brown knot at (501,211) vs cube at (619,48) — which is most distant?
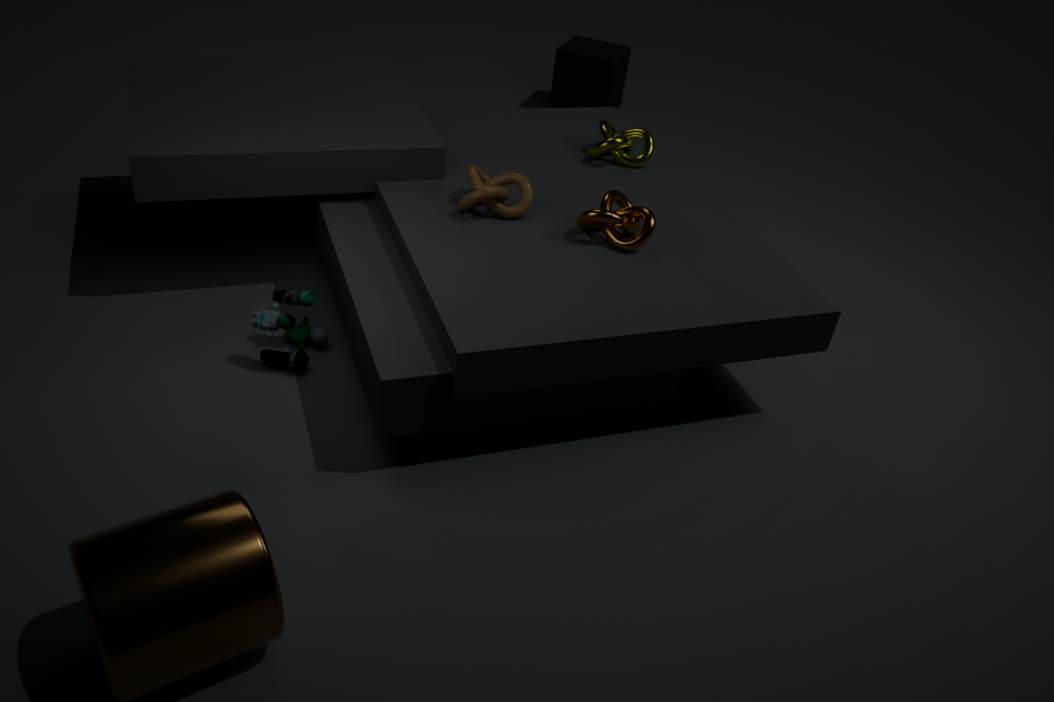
cube at (619,48)
